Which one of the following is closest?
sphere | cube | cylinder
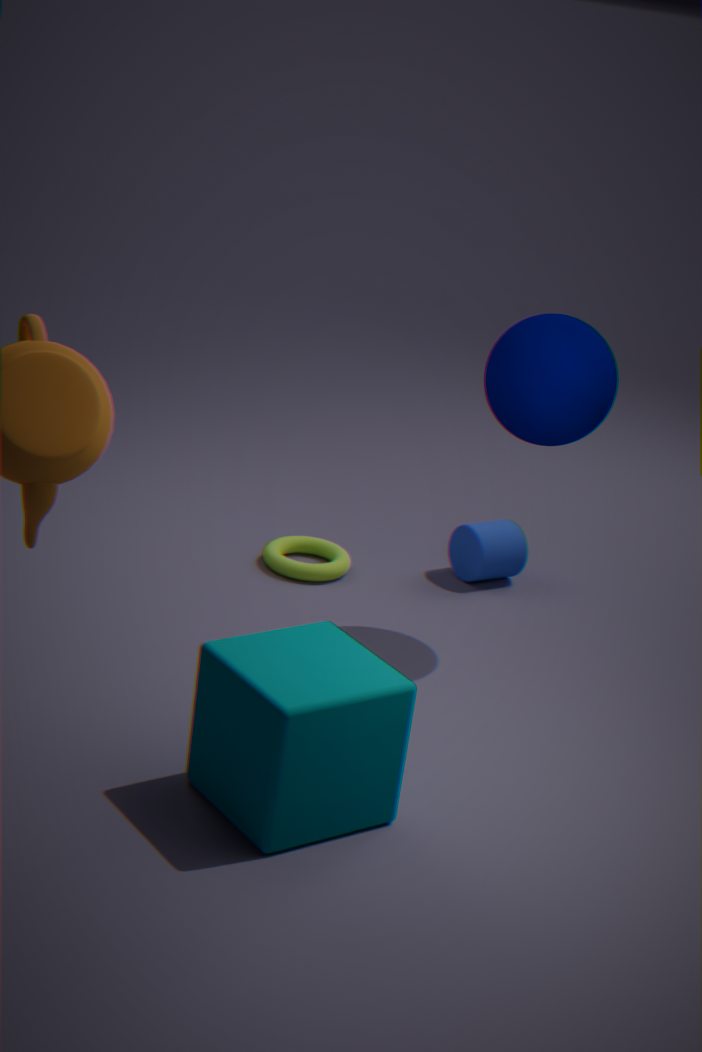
cube
